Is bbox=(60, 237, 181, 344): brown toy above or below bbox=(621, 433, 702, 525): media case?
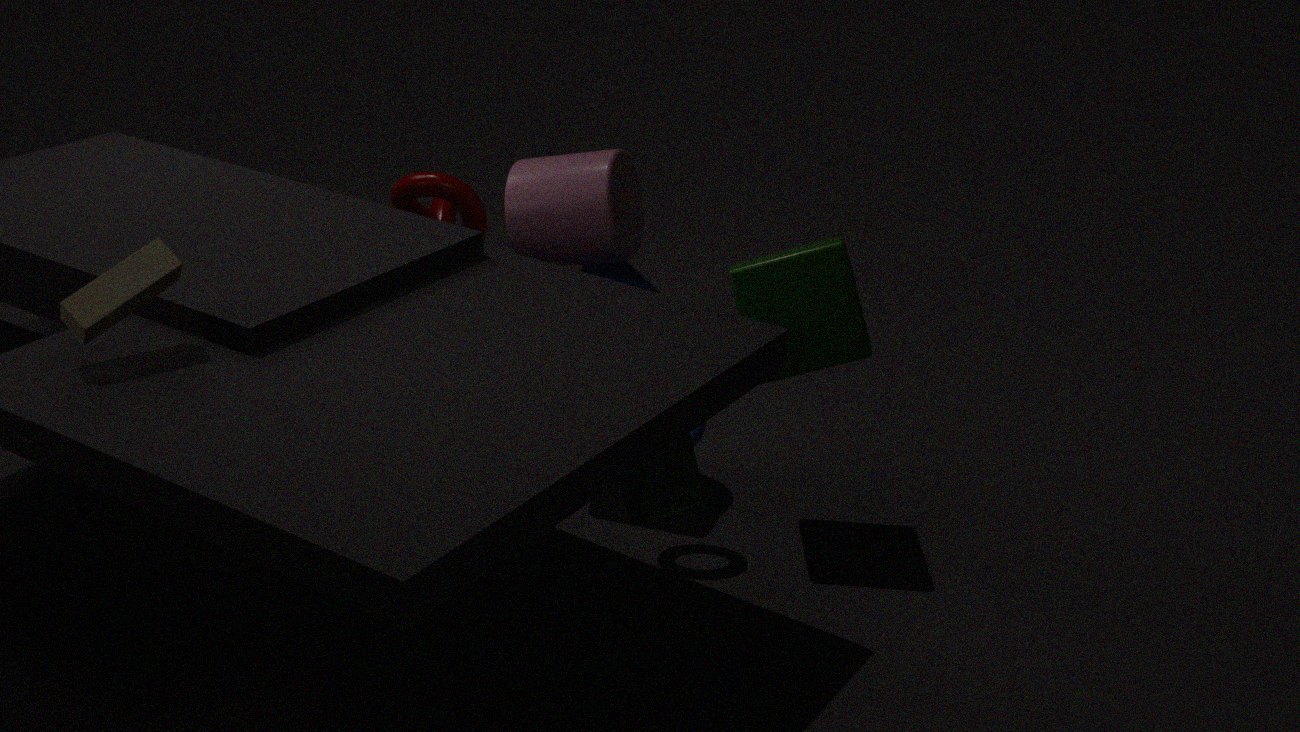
→ above
